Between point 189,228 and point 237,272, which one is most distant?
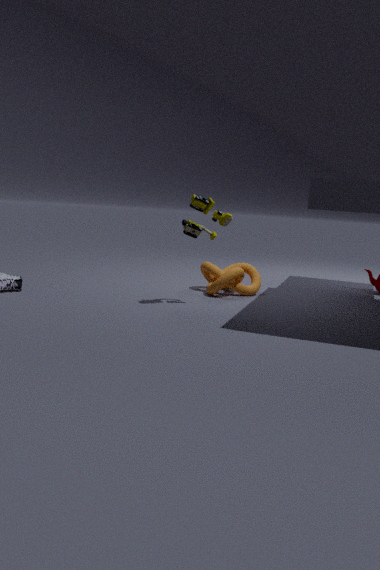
point 237,272
